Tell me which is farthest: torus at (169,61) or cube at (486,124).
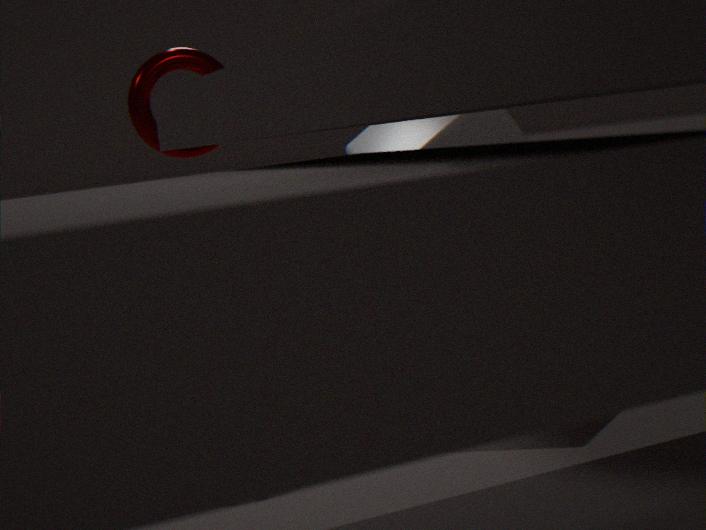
cube at (486,124)
